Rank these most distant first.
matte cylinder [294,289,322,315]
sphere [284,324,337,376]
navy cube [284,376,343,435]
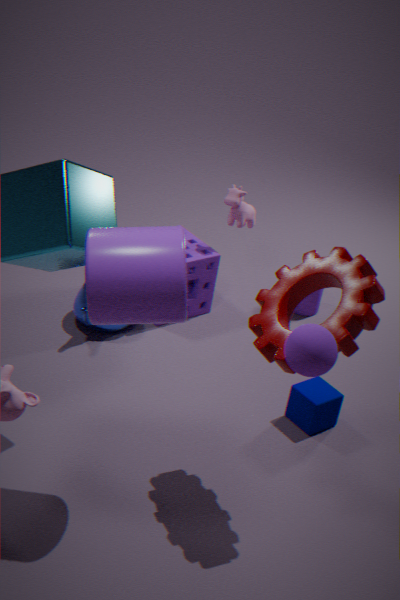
matte cylinder [294,289,322,315] → navy cube [284,376,343,435] → sphere [284,324,337,376]
